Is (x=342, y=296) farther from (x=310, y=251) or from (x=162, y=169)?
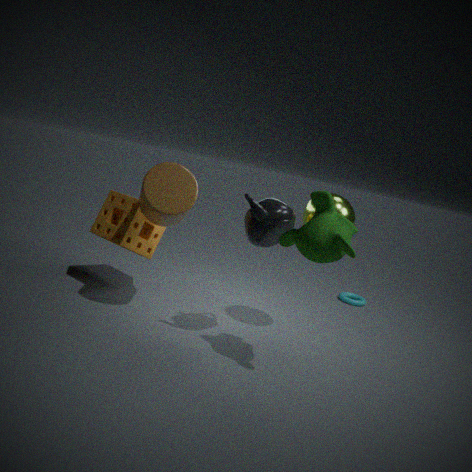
(x=162, y=169)
